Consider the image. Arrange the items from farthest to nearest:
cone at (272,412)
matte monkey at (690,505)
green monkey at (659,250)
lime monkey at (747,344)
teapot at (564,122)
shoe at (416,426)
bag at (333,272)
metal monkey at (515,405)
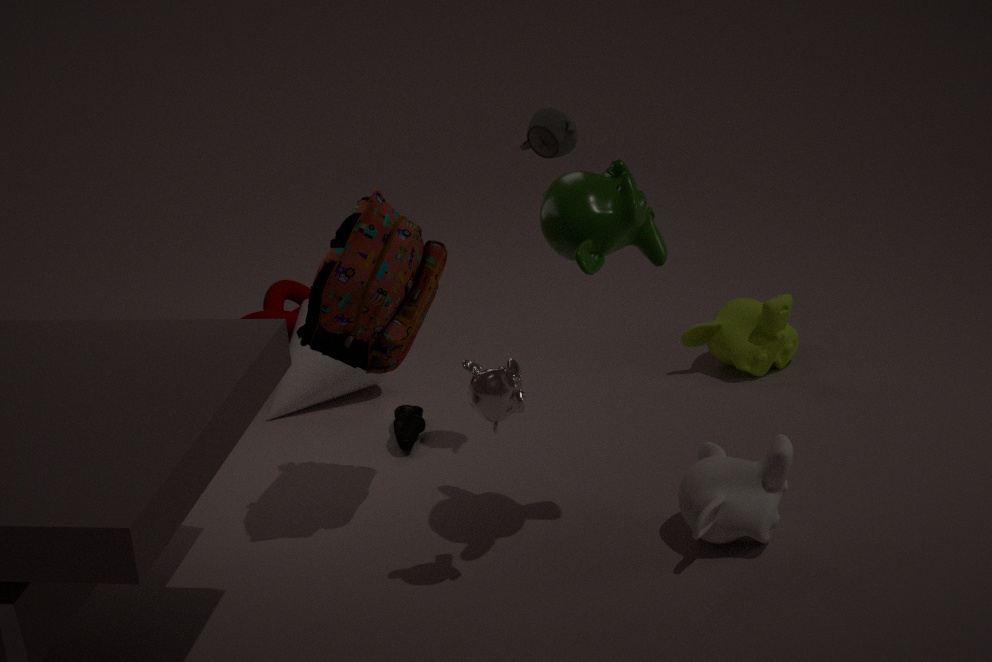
cone at (272,412) → lime monkey at (747,344) → shoe at (416,426) → teapot at (564,122) → matte monkey at (690,505) → bag at (333,272) → metal monkey at (515,405) → green monkey at (659,250)
